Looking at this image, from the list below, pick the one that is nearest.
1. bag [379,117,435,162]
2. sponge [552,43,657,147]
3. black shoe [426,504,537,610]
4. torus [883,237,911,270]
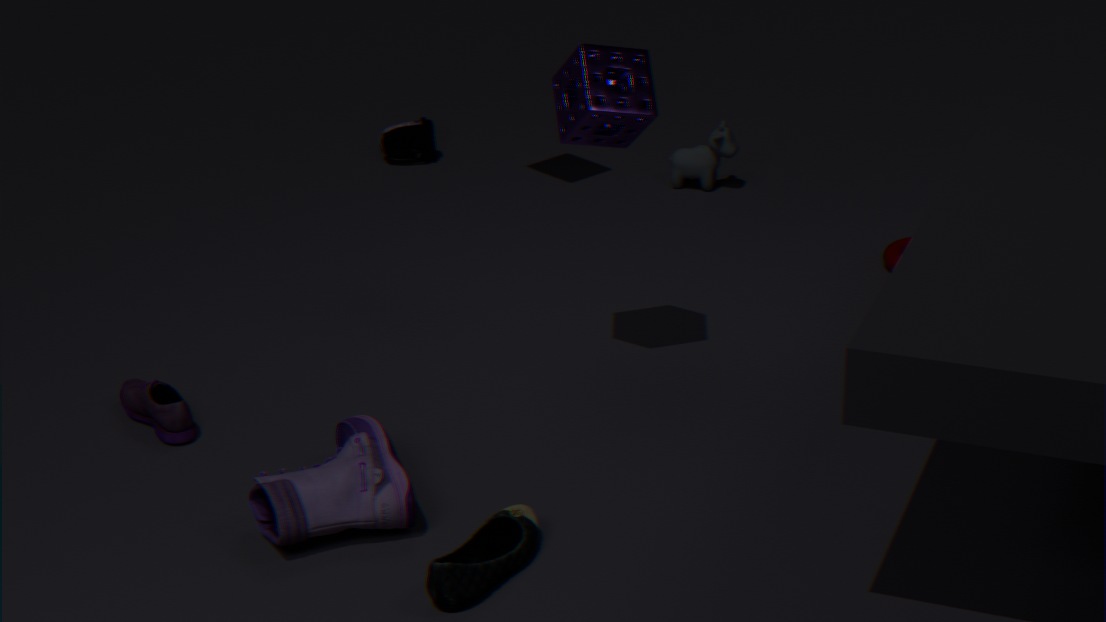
black shoe [426,504,537,610]
